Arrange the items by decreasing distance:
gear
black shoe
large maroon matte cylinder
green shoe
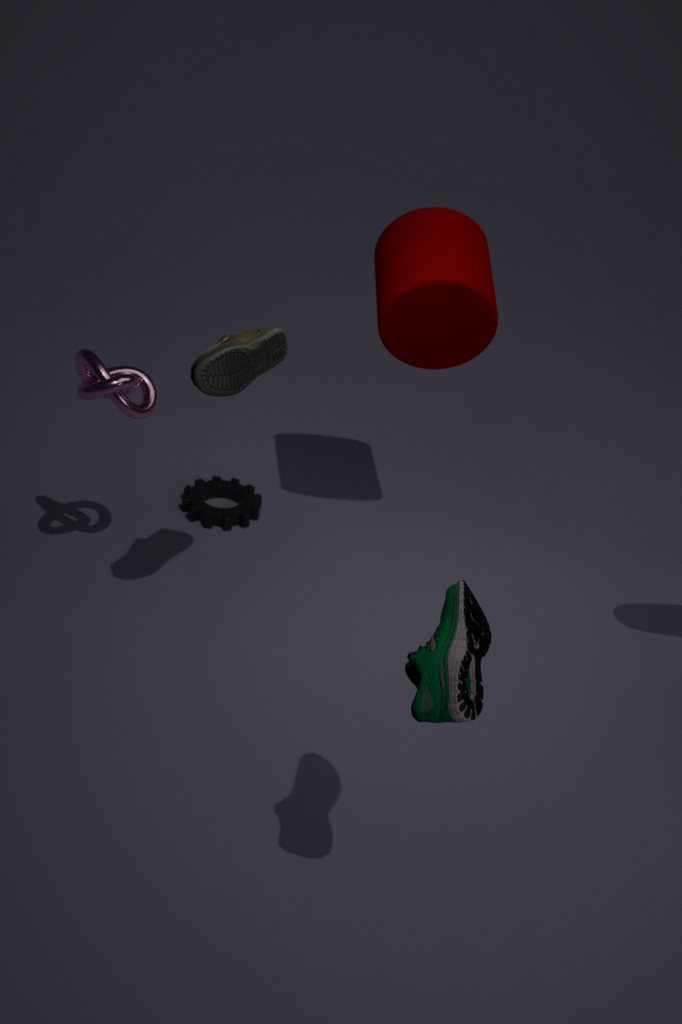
gear, large maroon matte cylinder, black shoe, green shoe
